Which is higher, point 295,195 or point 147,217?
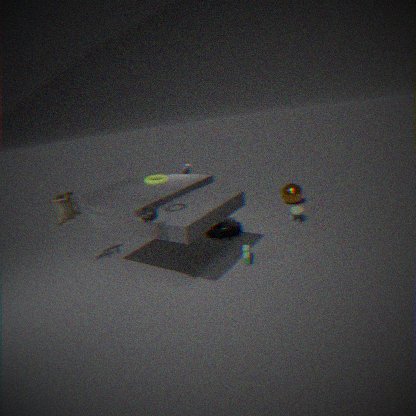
point 147,217
